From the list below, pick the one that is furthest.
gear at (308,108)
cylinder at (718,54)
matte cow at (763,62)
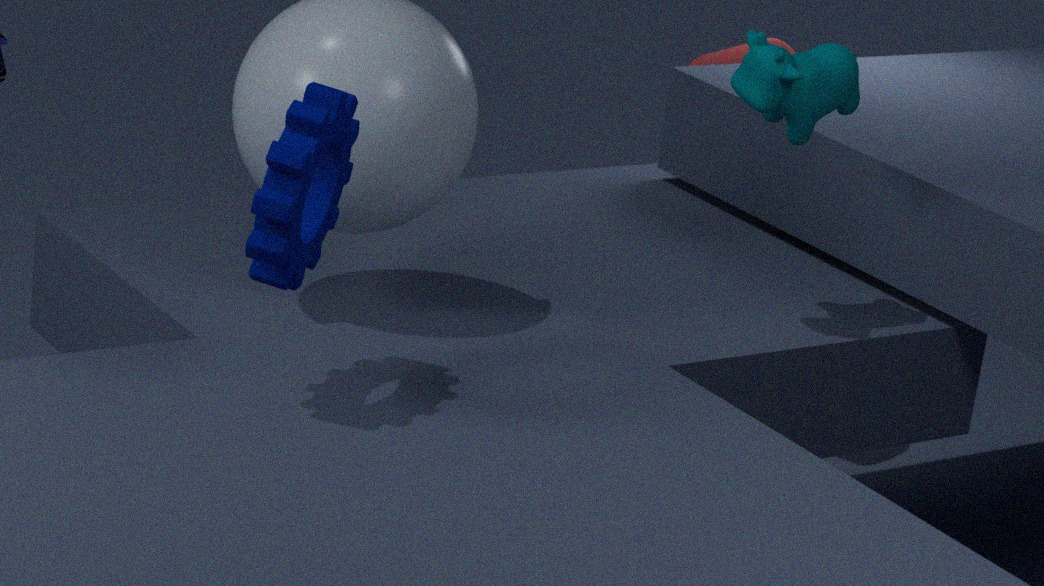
cylinder at (718,54)
